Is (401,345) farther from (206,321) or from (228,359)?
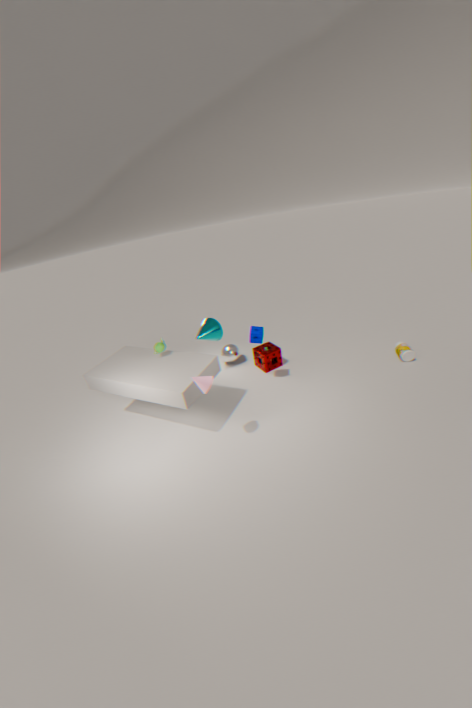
(206,321)
